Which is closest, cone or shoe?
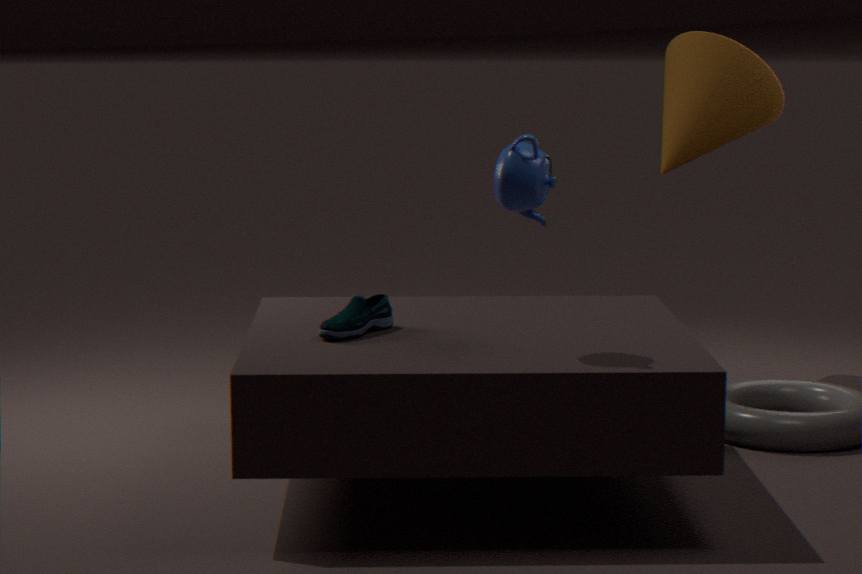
shoe
